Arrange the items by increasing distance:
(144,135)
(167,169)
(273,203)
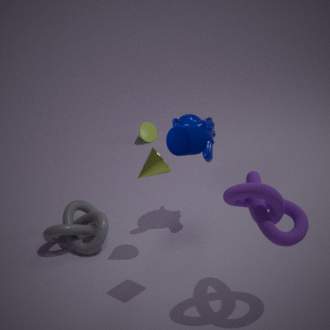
1. (273,203)
2. (167,169)
3. (144,135)
